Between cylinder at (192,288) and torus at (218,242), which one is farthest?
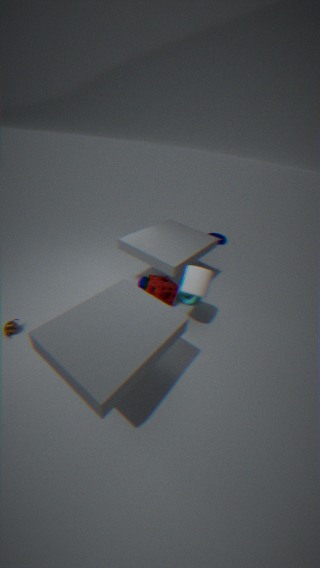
torus at (218,242)
